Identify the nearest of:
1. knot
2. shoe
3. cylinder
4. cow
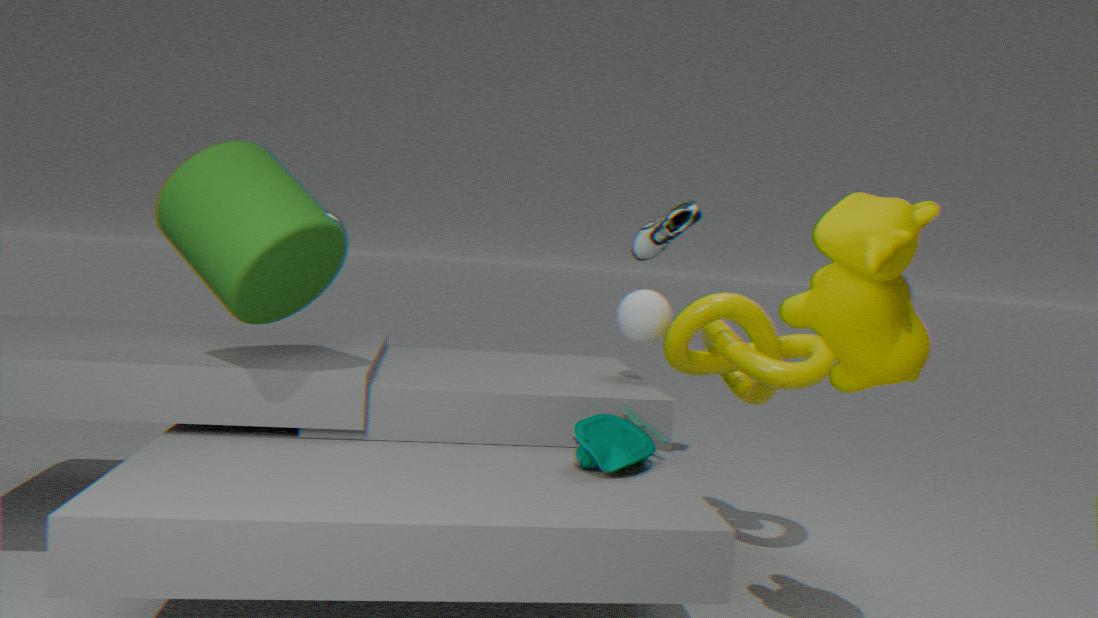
cow
